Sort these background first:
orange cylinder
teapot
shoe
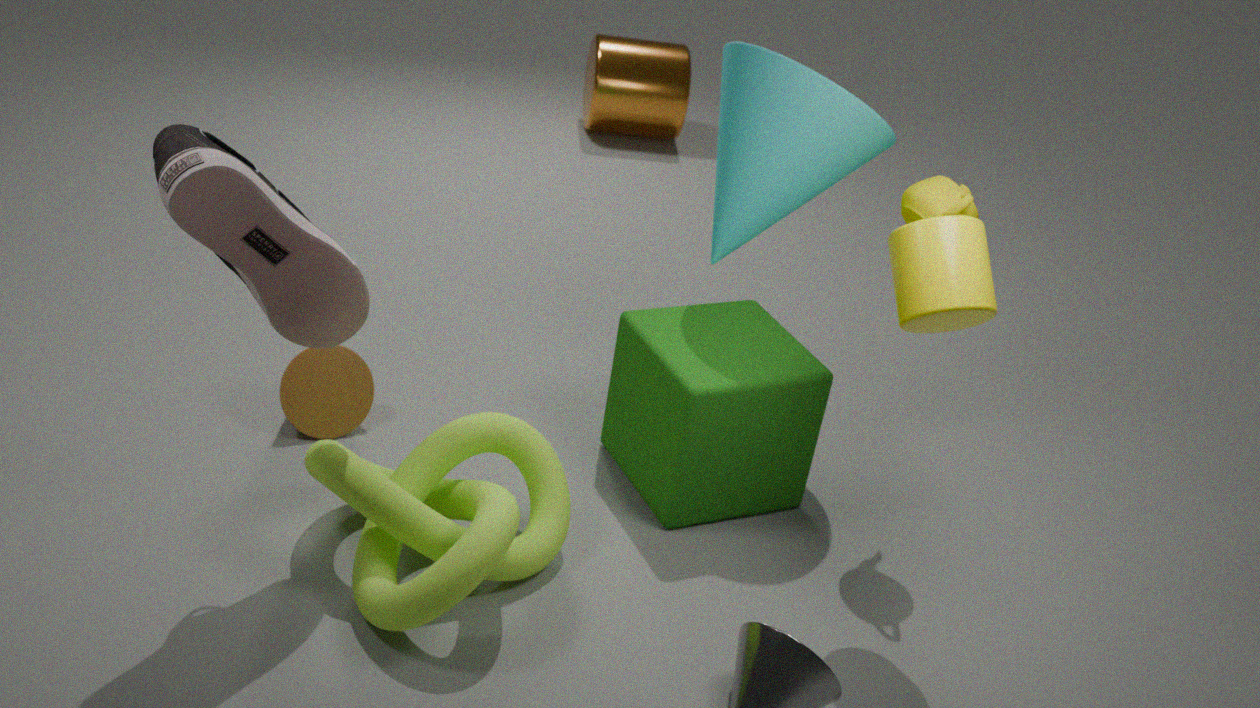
orange cylinder → teapot → shoe
